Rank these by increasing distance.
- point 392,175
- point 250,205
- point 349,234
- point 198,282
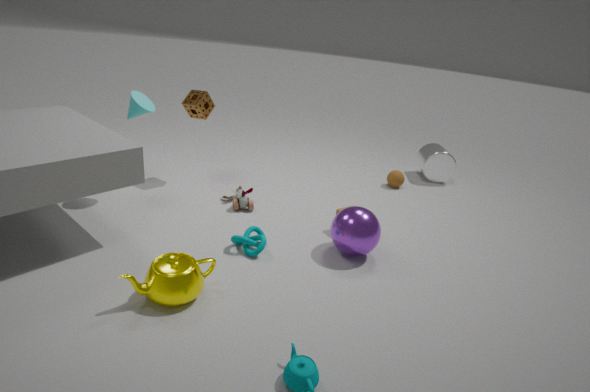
point 198,282
point 349,234
point 250,205
point 392,175
